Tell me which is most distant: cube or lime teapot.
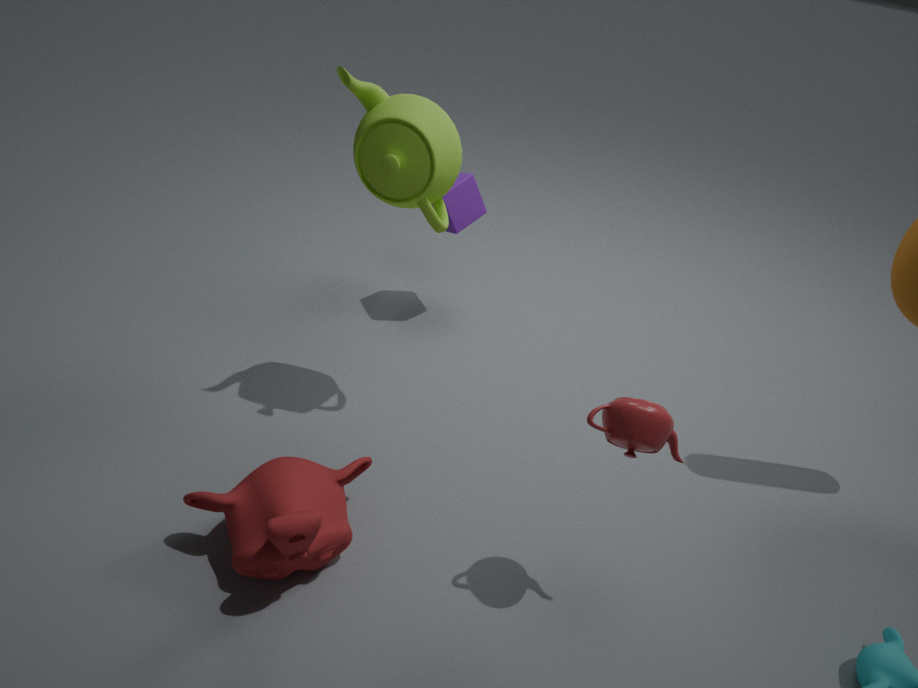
cube
